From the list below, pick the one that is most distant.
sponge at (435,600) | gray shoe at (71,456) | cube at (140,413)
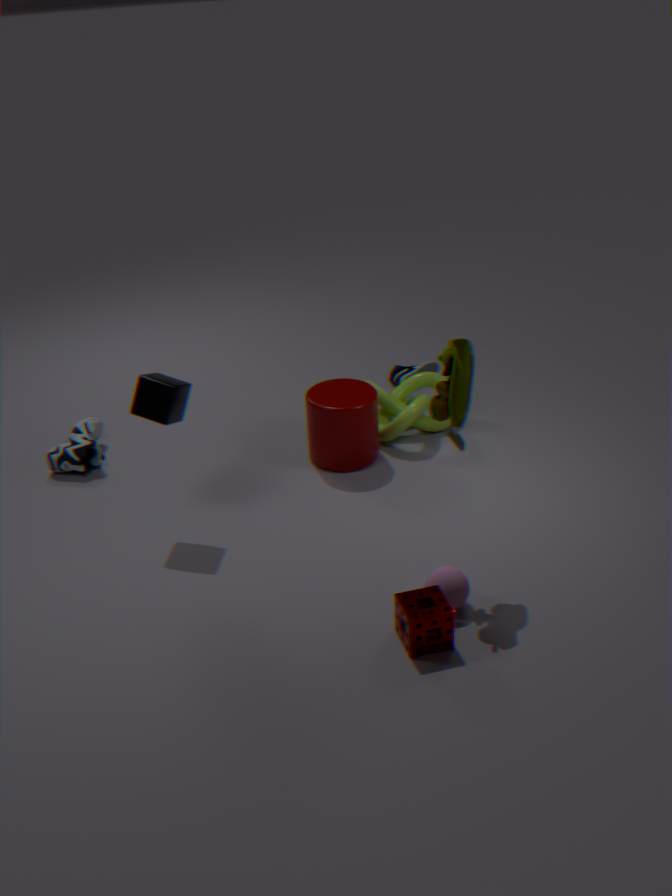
gray shoe at (71,456)
